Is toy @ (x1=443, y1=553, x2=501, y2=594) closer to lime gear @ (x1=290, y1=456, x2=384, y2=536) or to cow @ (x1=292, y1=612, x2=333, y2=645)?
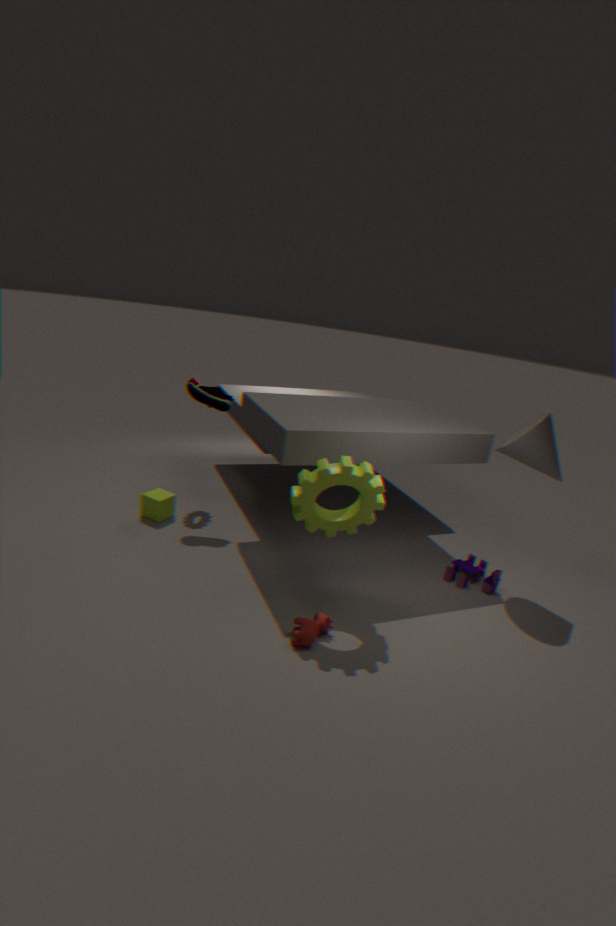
lime gear @ (x1=290, y1=456, x2=384, y2=536)
